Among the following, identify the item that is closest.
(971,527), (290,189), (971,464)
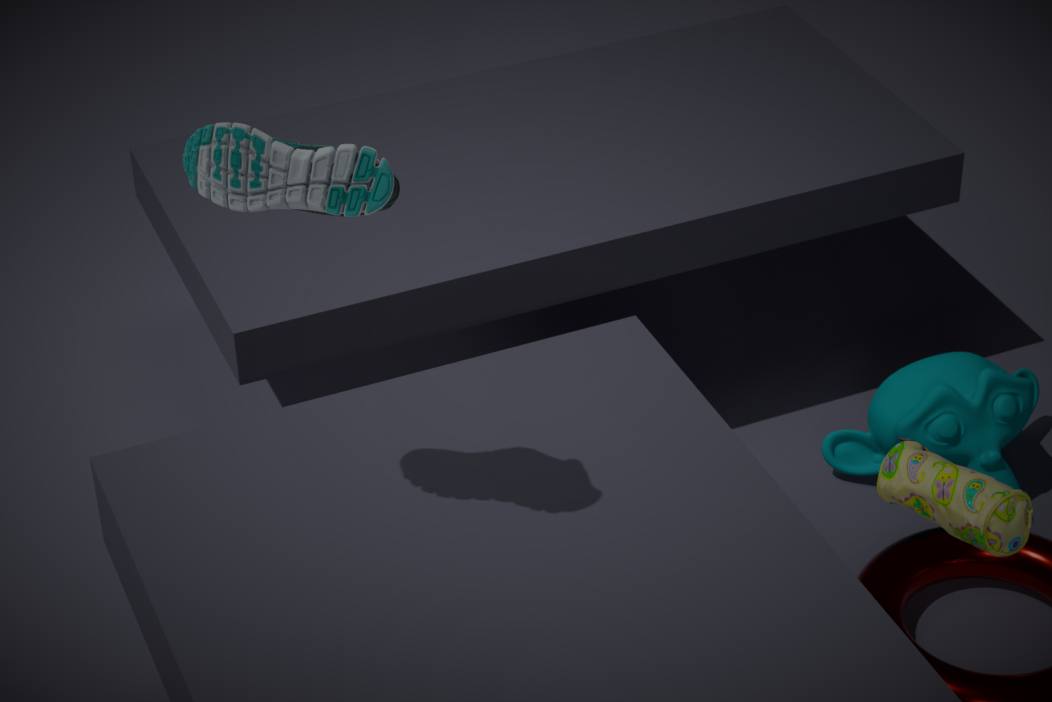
(971,527)
